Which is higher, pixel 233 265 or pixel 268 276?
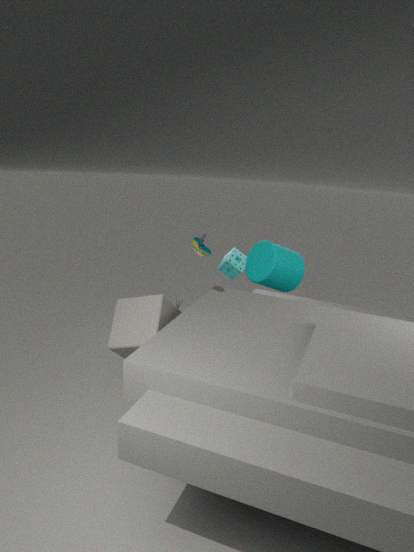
pixel 268 276
